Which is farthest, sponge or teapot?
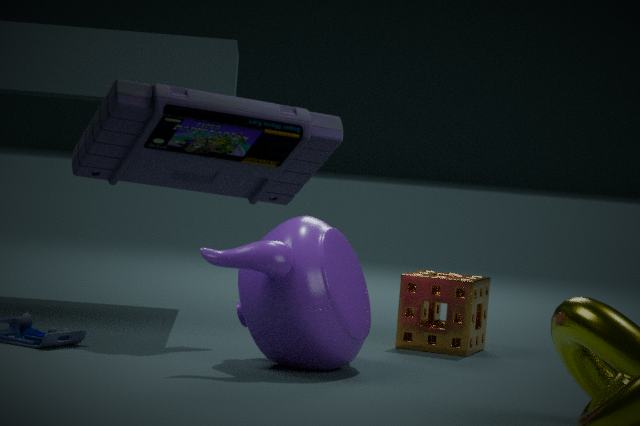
sponge
